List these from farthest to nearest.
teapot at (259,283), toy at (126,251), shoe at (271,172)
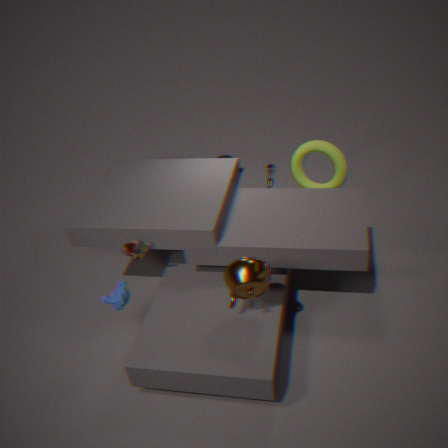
shoe at (271,172)
toy at (126,251)
teapot at (259,283)
